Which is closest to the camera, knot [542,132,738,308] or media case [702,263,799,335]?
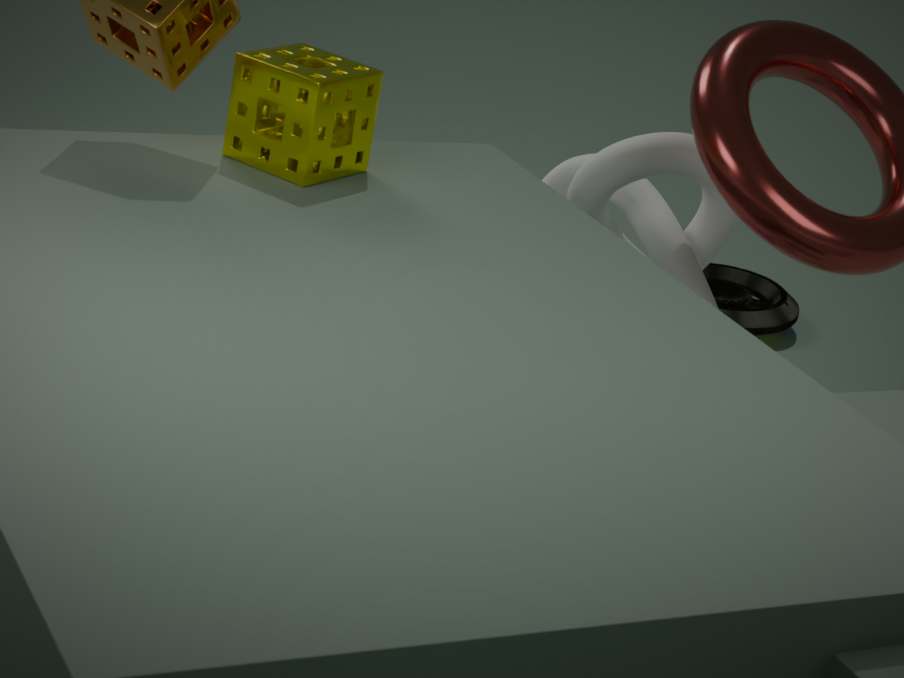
knot [542,132,738,308]
